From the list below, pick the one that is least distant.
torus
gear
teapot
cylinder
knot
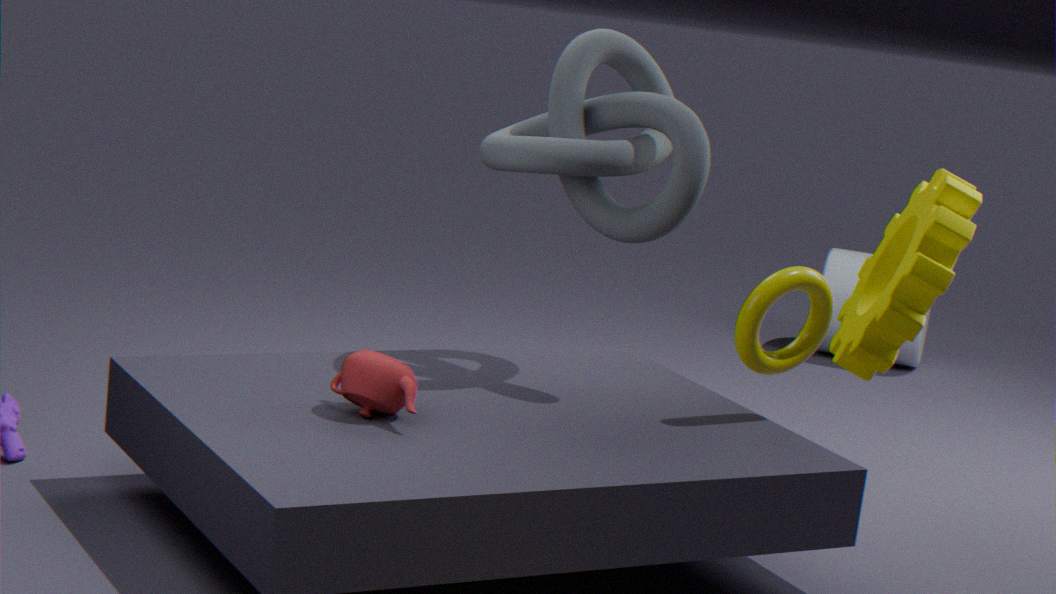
teapot
